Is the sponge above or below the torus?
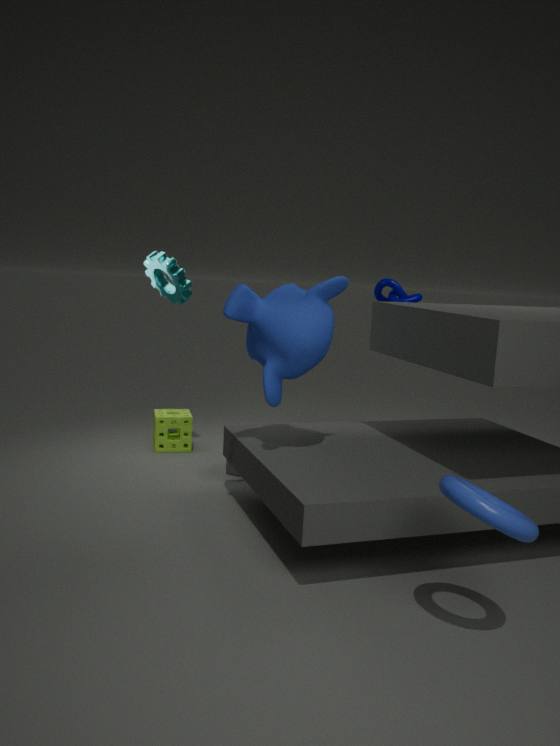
below
